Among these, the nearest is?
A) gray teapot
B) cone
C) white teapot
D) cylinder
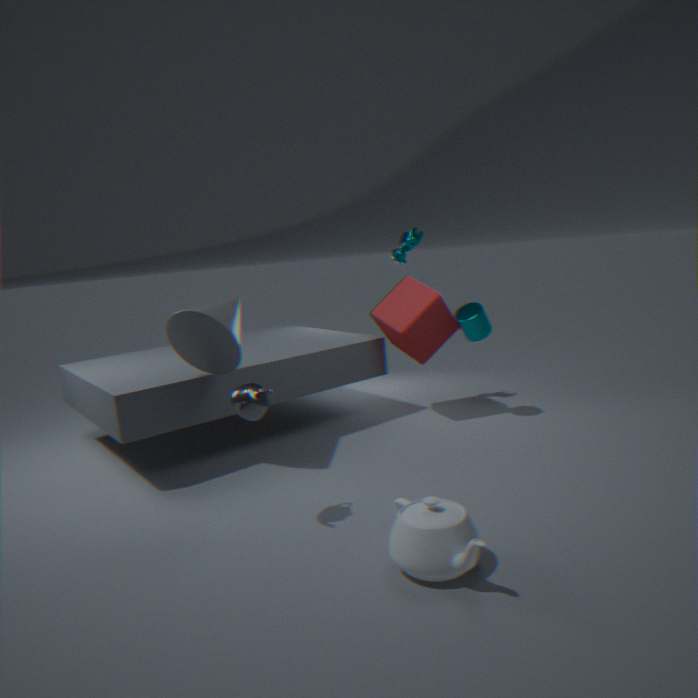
white teapot
